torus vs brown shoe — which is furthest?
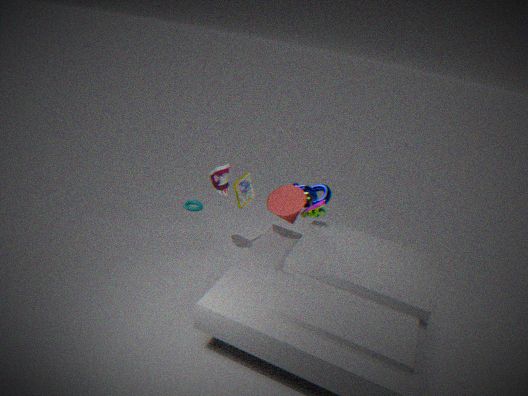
torus
